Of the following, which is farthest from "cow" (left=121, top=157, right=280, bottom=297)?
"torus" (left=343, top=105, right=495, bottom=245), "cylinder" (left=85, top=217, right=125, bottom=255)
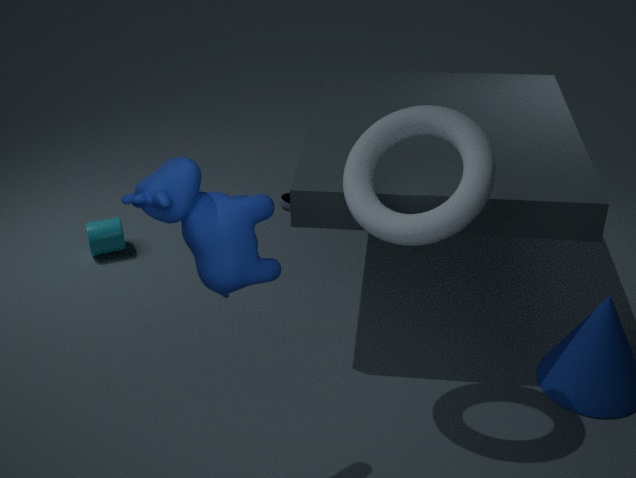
"cylinder" (left=85, top=217, right=125, bottom=255)
